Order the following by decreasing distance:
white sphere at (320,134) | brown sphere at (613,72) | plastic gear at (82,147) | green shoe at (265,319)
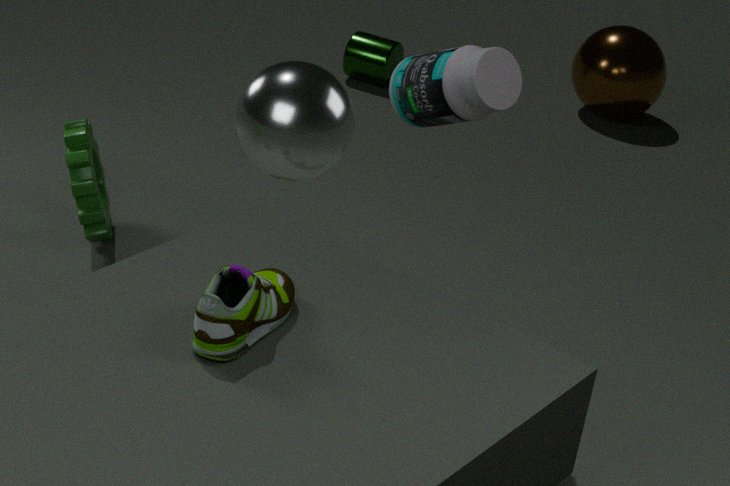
brown sphere at (613,72) < plastic gear at (82,147) < green shoe at (265,319) < white sphere at (320,134)
